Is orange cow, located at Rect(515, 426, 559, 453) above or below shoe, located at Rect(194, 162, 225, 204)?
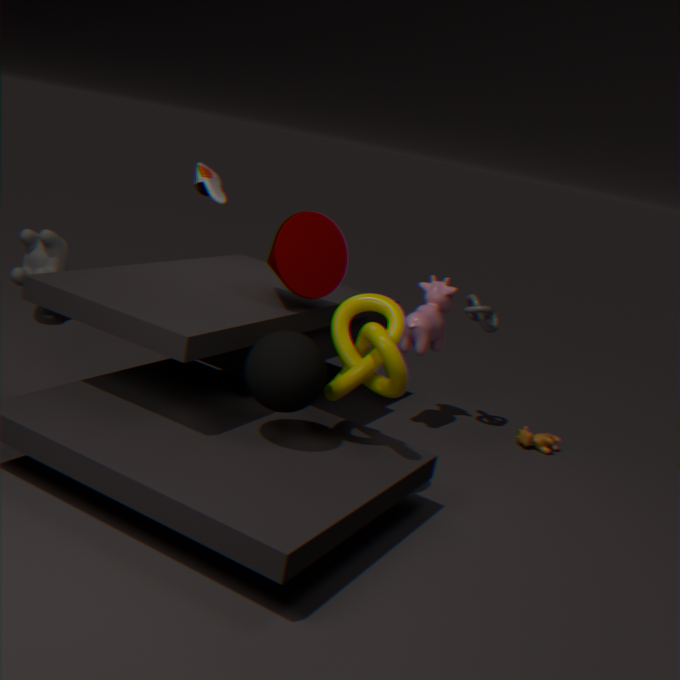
below
